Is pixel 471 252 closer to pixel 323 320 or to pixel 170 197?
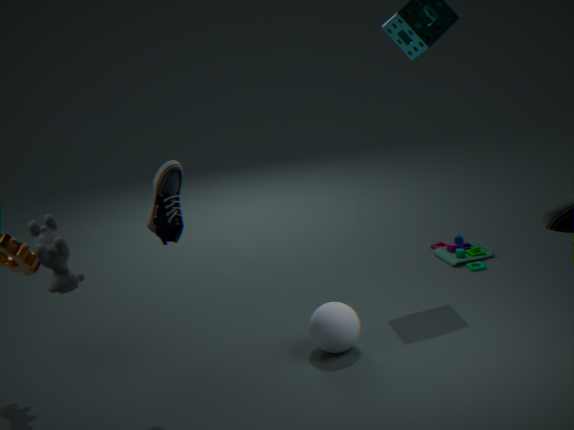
pixel 323 320
